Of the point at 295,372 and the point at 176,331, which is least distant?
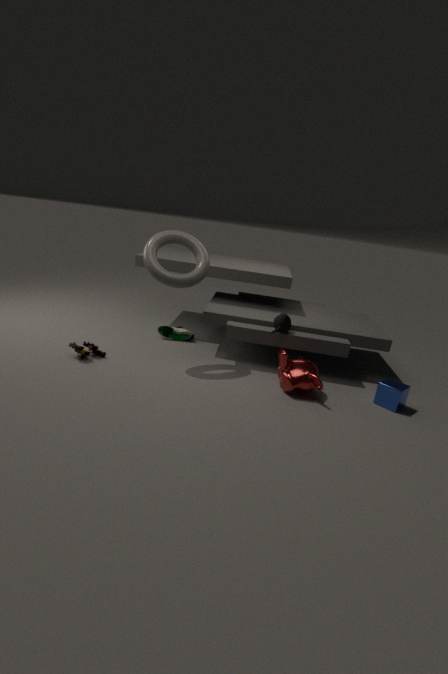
the point at 295,372
